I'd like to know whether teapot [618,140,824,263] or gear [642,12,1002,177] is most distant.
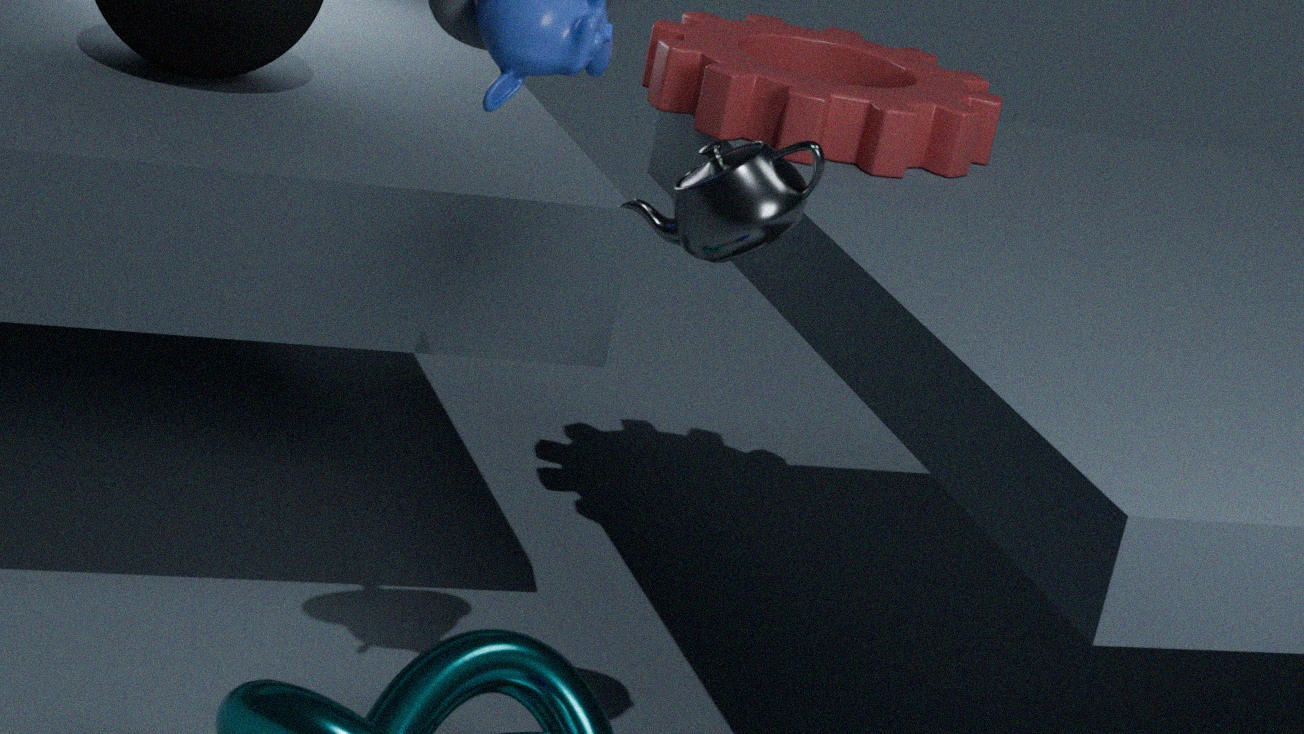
gear [642,12,1002,177]
